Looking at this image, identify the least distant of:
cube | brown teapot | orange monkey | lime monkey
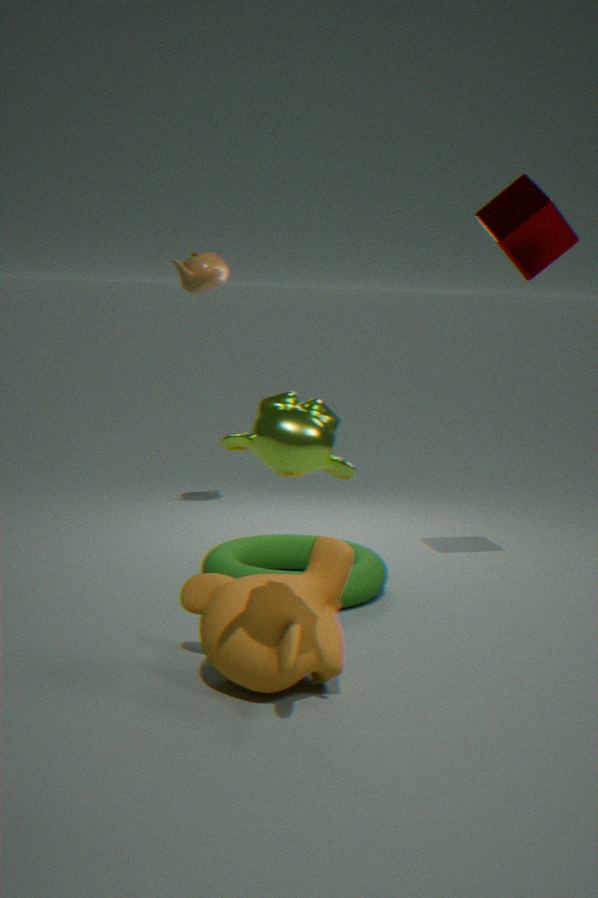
lime monkey
